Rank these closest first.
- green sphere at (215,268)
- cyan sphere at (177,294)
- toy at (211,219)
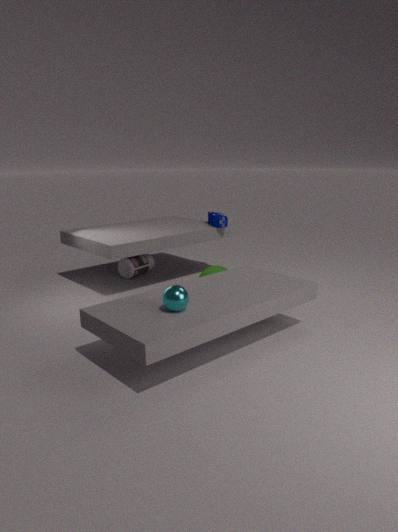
cyan sphere at (177,294), green sphere at (215,268), toy at (211,219)
